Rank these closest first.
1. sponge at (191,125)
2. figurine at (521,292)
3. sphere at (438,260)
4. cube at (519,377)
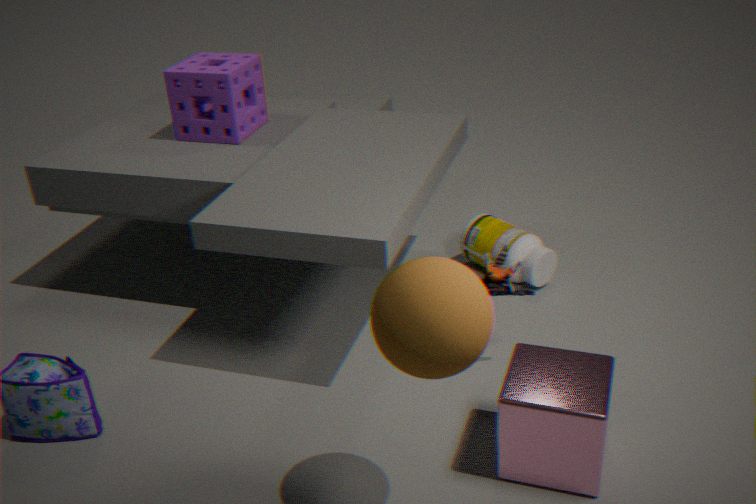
1. sphere at (438,260)
2. cube at (519,377)
3. figurine at (521,292)
4. sponge at (191,125)
